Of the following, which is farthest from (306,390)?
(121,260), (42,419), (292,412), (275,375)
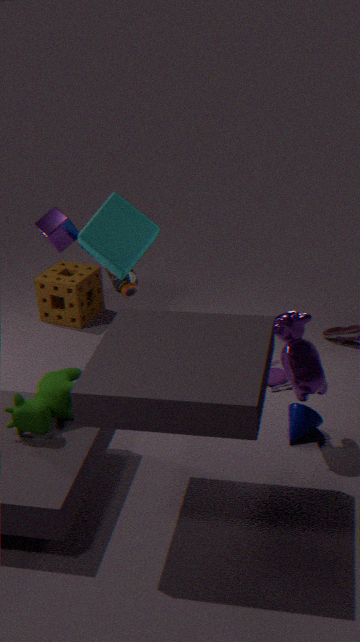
(121,260)
